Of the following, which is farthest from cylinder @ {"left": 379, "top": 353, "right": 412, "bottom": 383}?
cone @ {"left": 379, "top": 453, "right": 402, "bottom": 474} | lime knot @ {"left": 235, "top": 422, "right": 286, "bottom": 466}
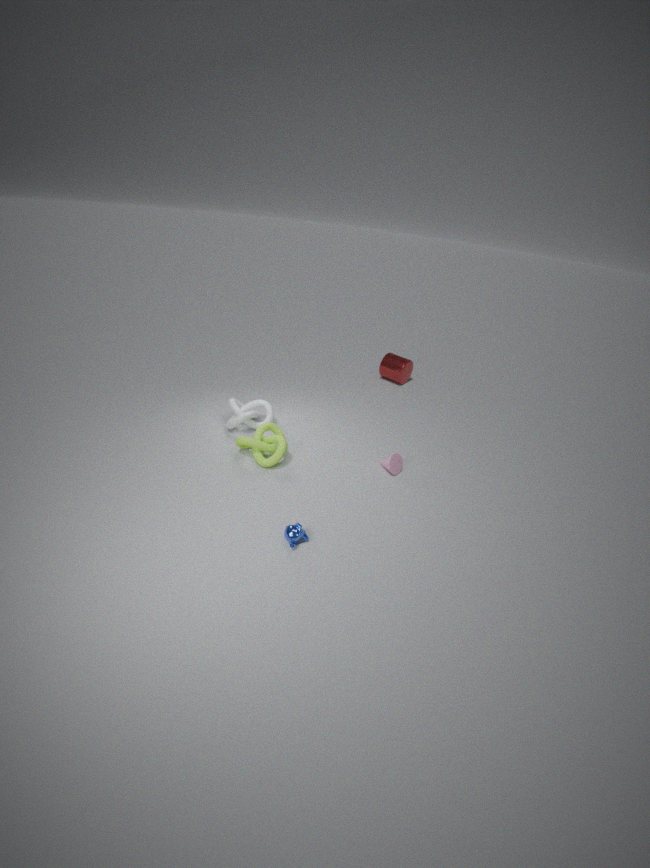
lime knot @ {"left": 235, "top": 422, "right": 286, "bottom": 466}
